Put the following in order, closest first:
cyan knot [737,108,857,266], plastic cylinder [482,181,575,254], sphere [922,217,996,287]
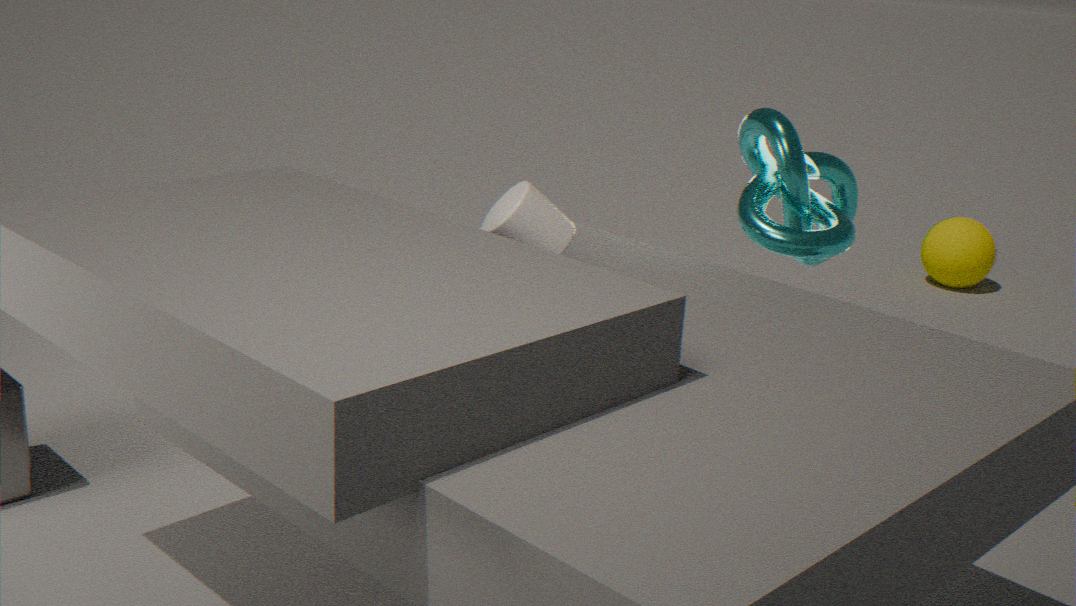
1. plastic cylinder [482,181,575,254]
2. cyan knot [737,108,857,266]
3. sphere [922,217,996,287]
